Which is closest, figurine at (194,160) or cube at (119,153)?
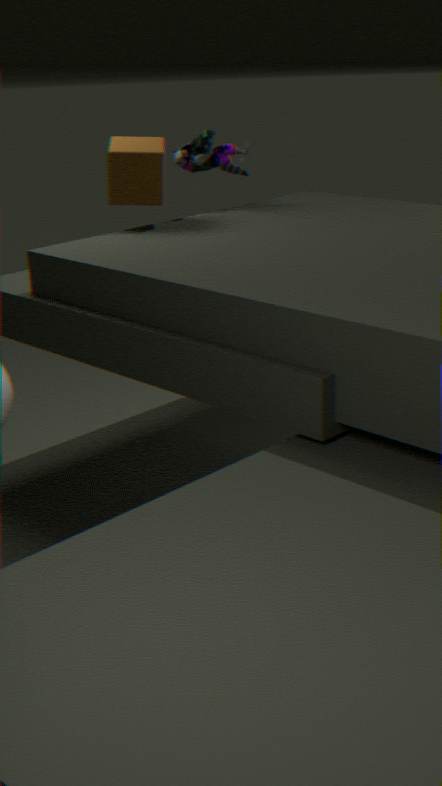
cube at (119,153)
